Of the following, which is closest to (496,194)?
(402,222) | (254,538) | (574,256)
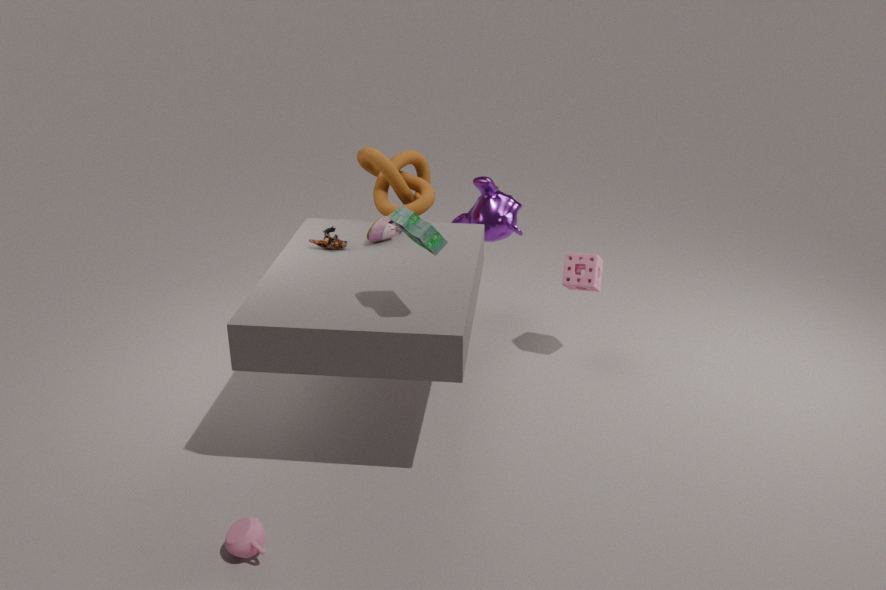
(574,256)
